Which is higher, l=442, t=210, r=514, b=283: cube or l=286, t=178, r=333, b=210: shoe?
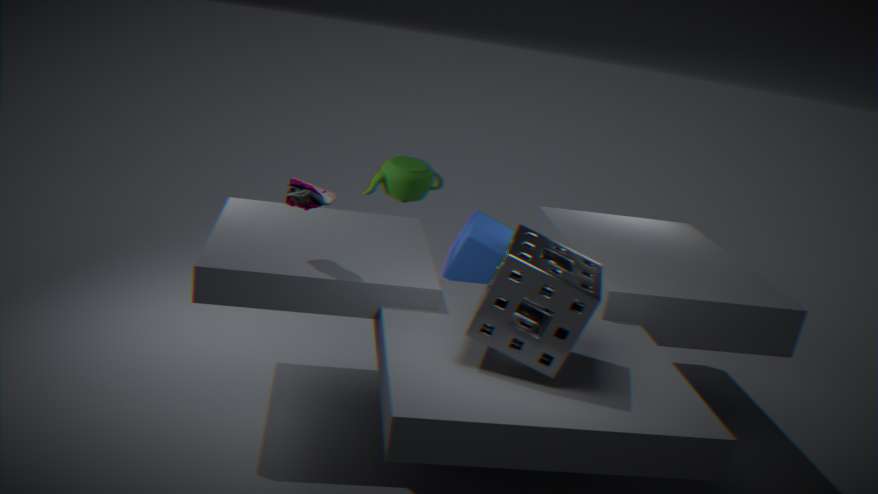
l=286, t=178, r=333, b=210: shoe
